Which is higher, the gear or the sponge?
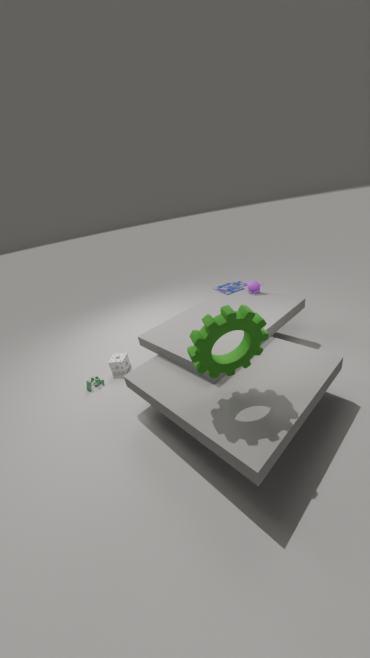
the gear
